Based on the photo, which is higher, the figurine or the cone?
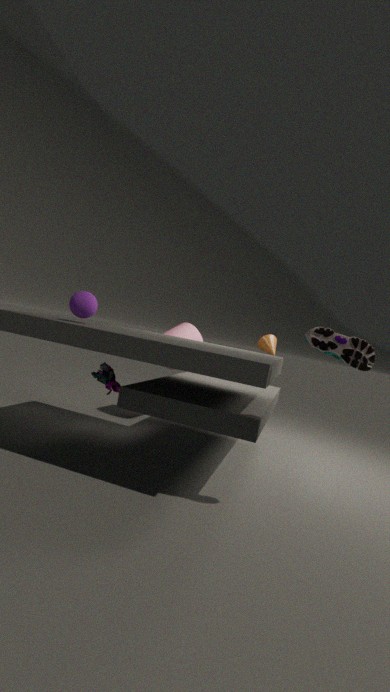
the cone
